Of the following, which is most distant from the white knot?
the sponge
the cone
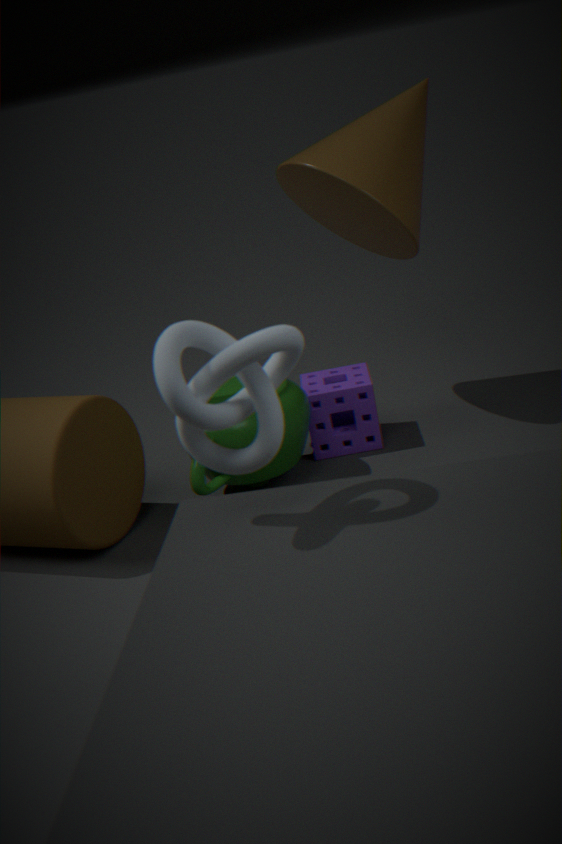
the cone
